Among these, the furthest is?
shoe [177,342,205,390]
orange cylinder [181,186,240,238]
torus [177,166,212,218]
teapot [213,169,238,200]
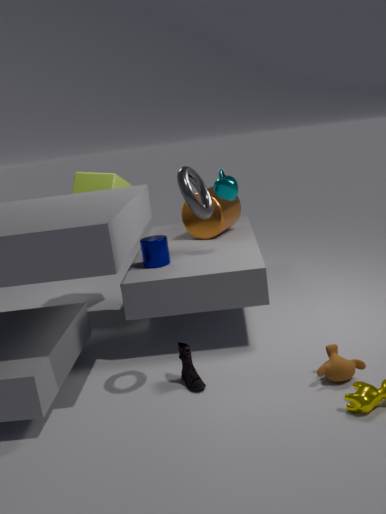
orange cylinder [181,186,240,238]
